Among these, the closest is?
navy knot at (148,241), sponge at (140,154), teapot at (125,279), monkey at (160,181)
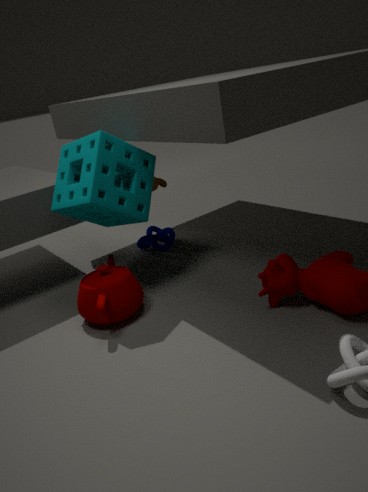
teapot at (125,279)
